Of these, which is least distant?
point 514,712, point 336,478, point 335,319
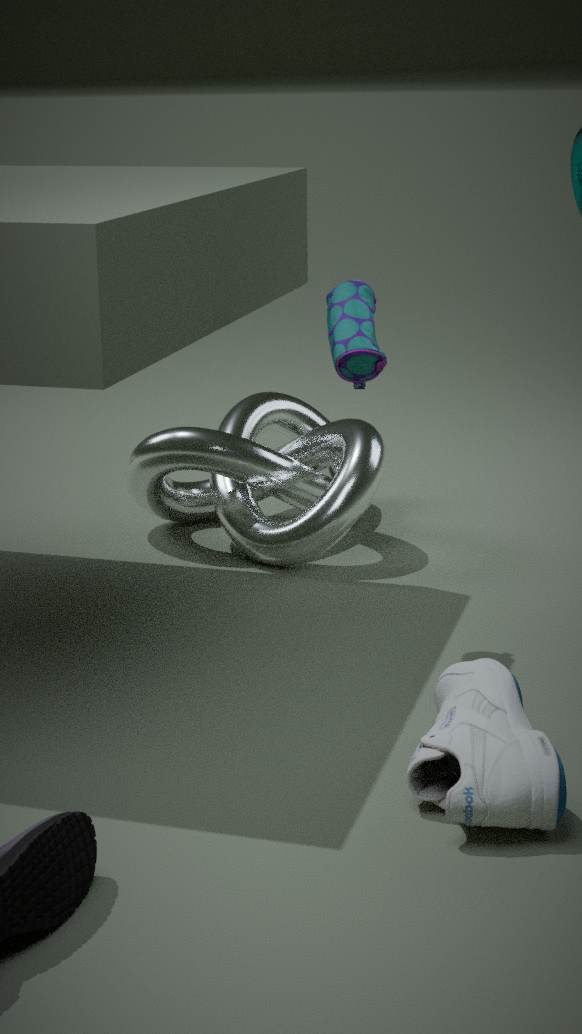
point 514,712
